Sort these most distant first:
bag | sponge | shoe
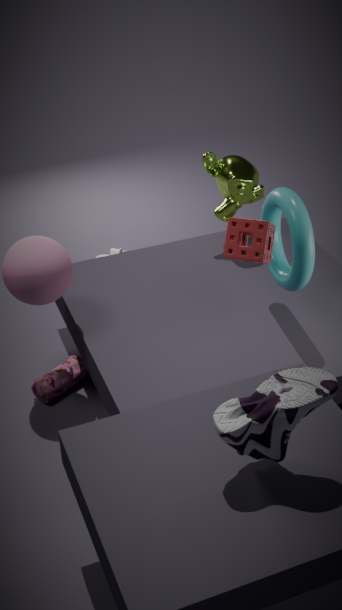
1. bag
2. sponge
3. shoe
